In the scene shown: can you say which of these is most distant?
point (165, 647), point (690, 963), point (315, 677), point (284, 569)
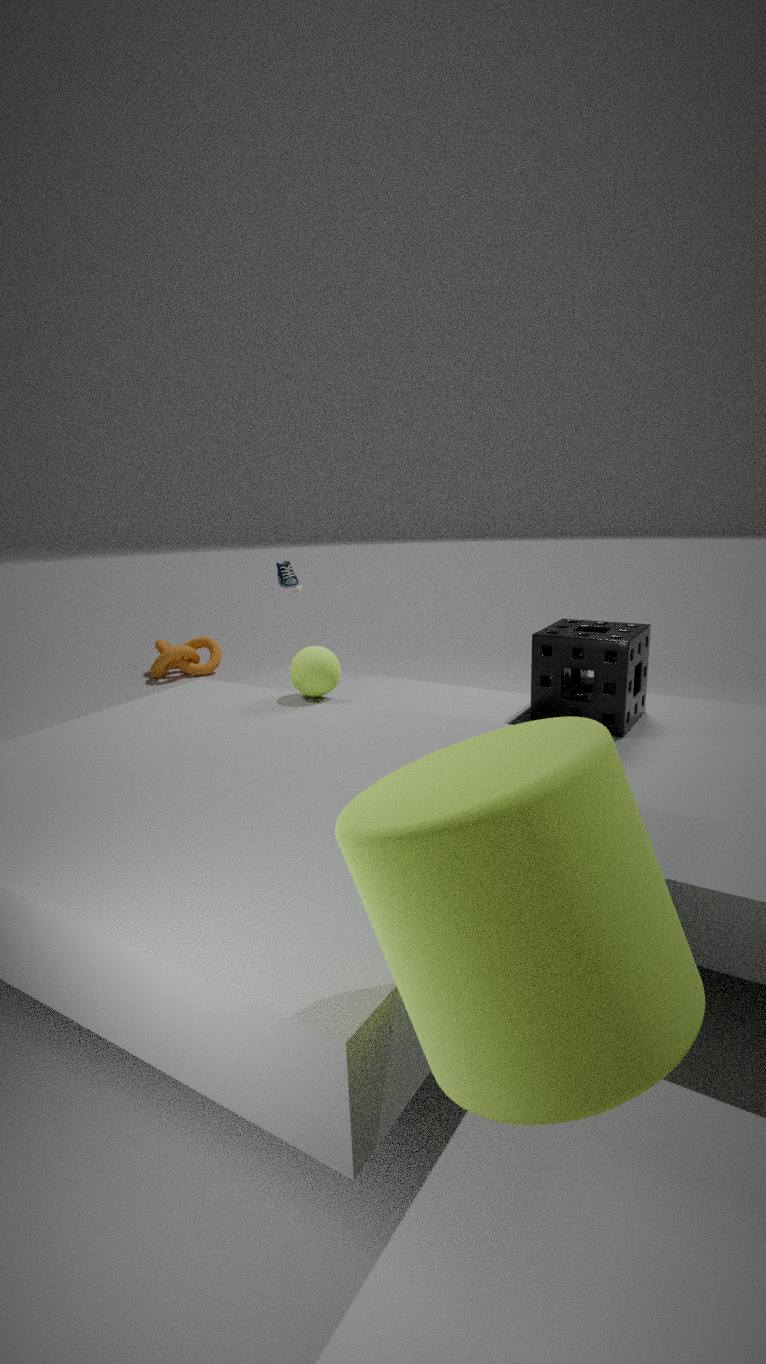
point (165, 647)
